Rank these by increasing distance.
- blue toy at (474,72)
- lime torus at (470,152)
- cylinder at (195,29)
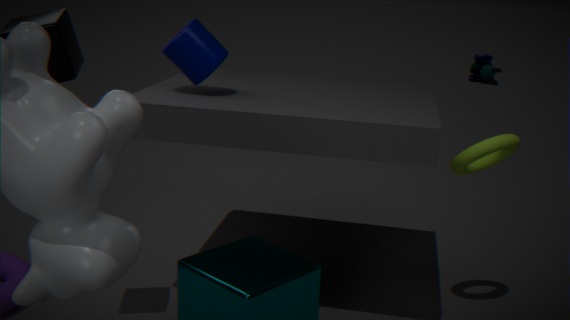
lime torus at (470,152) → cylinder at (195,29) → blue toy at (474,72)
